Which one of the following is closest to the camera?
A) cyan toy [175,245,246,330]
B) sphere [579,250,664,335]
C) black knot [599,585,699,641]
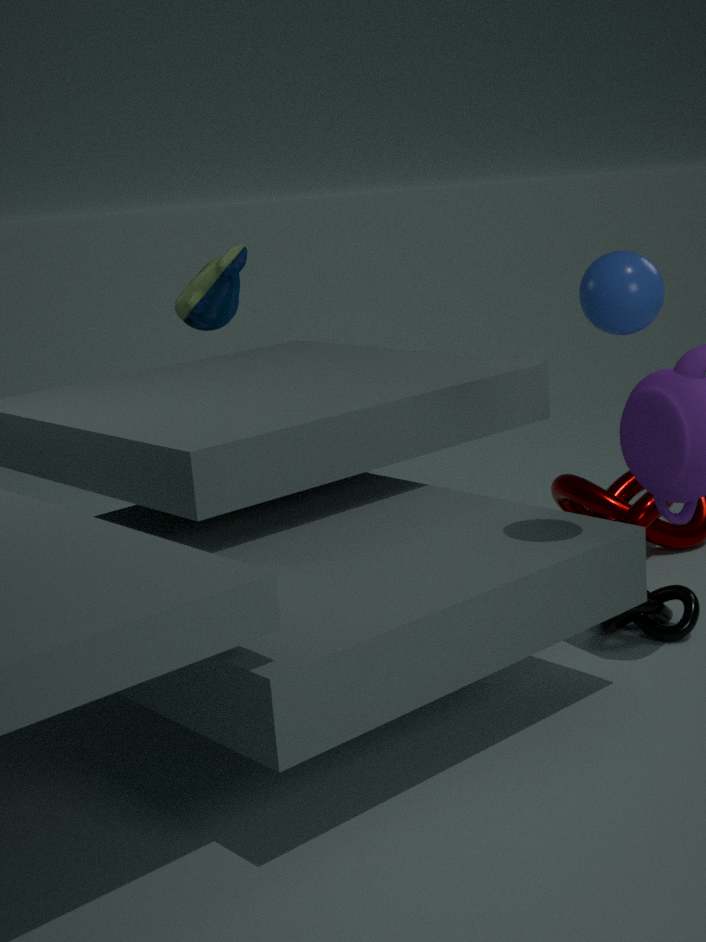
sphere [579,250,664,335]
